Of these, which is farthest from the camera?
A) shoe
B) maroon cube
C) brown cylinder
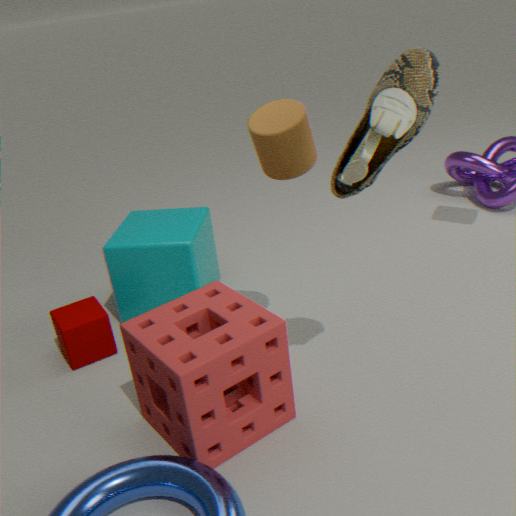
maroon cube
